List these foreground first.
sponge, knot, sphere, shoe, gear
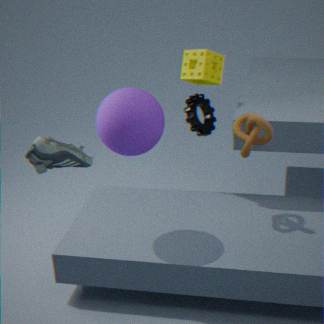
Result: 1. shoe
2. sphere
3. knot
4. sponge
5. gear
